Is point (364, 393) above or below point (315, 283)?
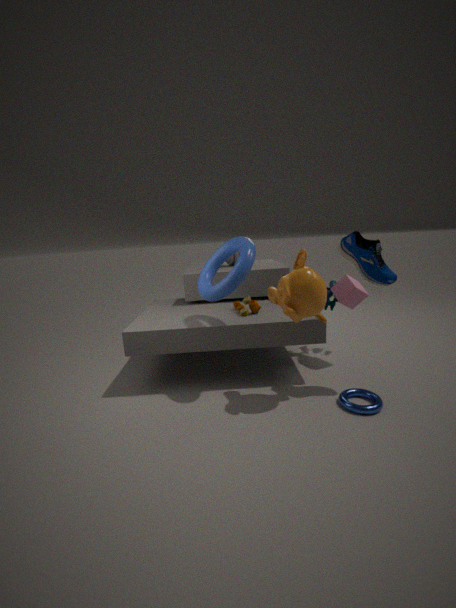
below
